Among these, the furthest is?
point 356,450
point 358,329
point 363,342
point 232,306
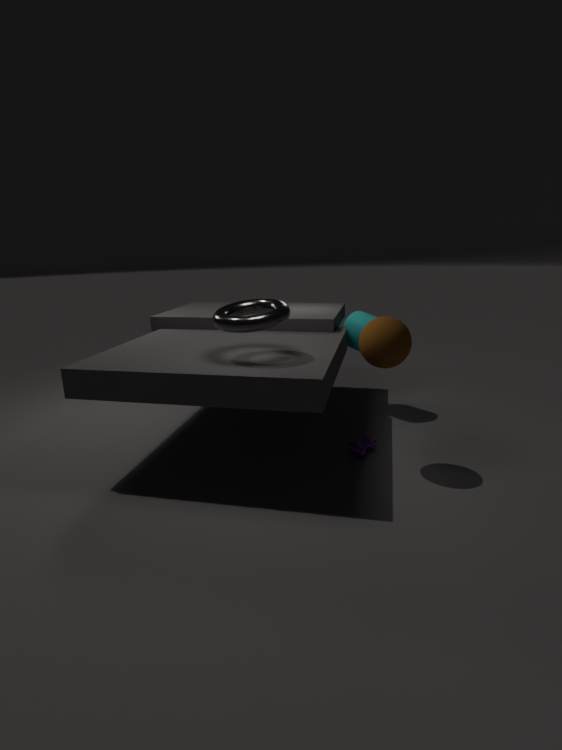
point 358,329
